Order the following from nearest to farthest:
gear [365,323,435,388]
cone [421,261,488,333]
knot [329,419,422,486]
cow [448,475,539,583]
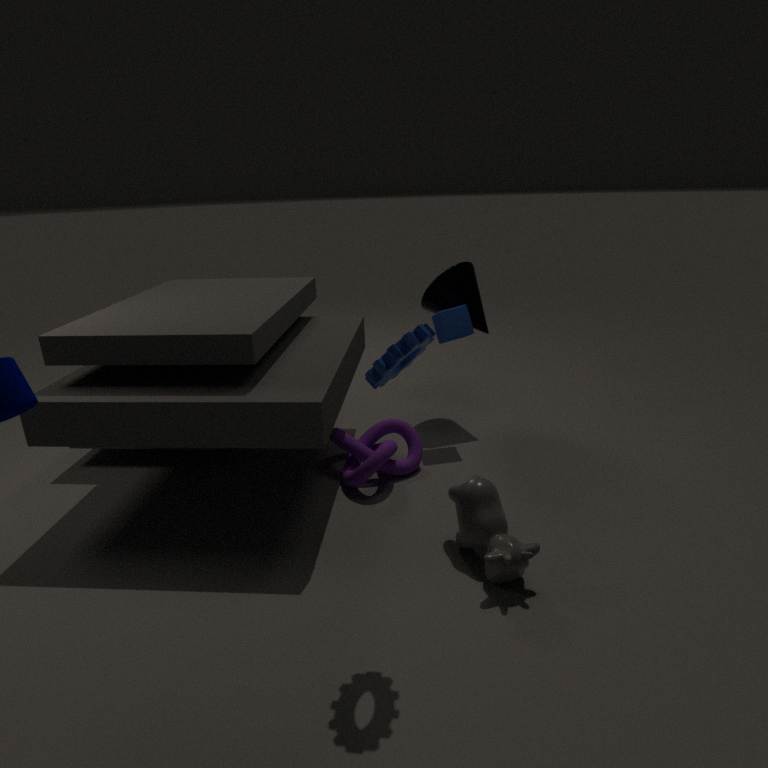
1. gear [365,323,435,388]
2. cow [448,475,539,583]
3. knot [329,419,422,486]
4. cone [421,261,488,333]
